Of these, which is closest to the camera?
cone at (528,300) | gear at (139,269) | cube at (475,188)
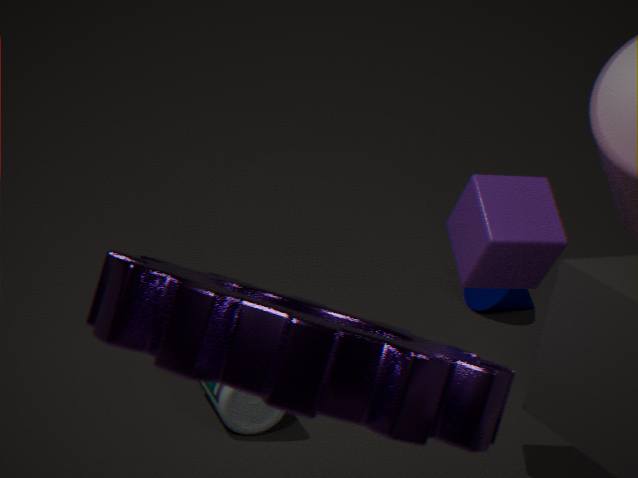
gear at (139,269)
